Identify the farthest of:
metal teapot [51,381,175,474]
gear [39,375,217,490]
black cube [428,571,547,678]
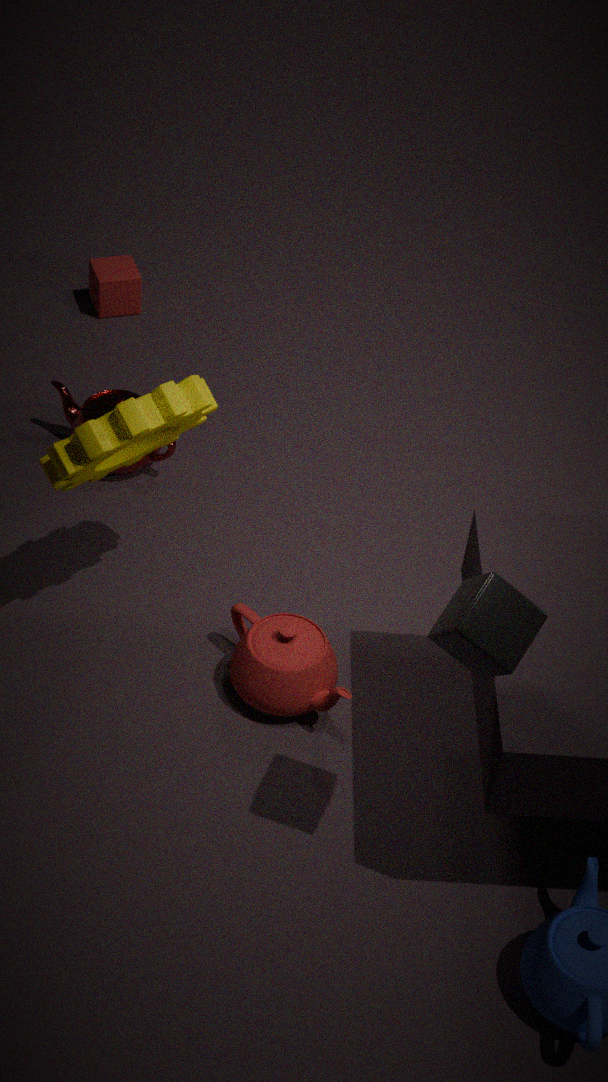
metal teapot [51,381,175,474]
